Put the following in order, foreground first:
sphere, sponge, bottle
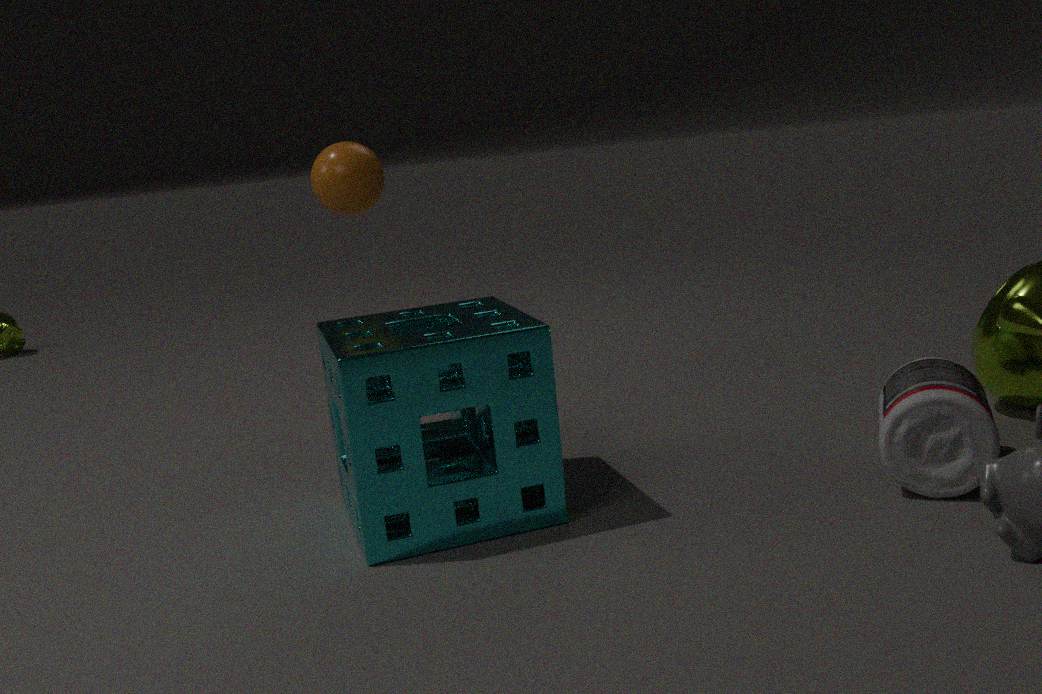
sponge
bottle
sphere
